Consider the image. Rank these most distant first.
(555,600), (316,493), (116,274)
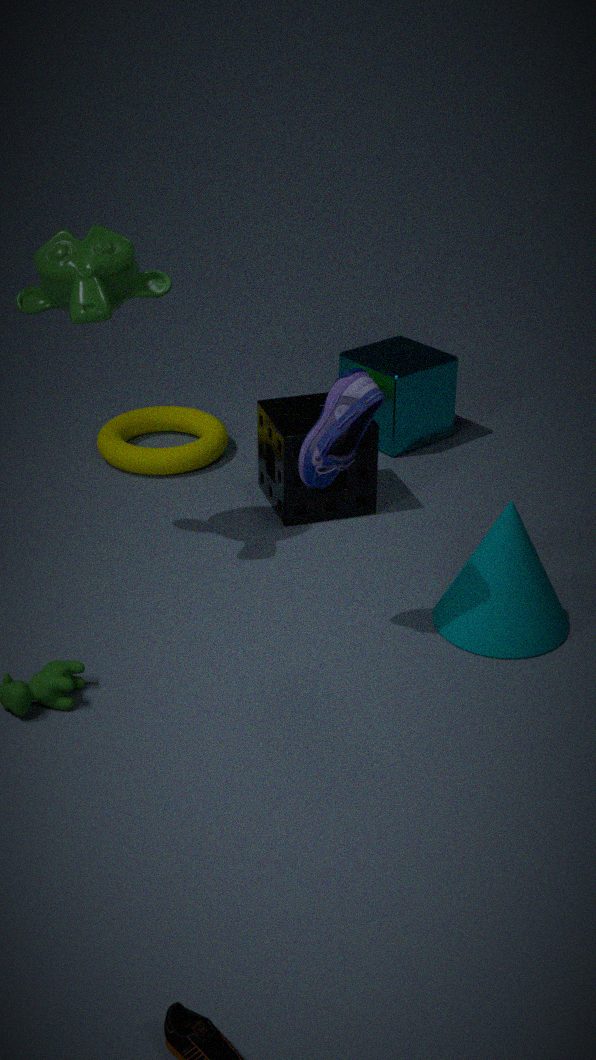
(316,493), (555,600), (116,274)
